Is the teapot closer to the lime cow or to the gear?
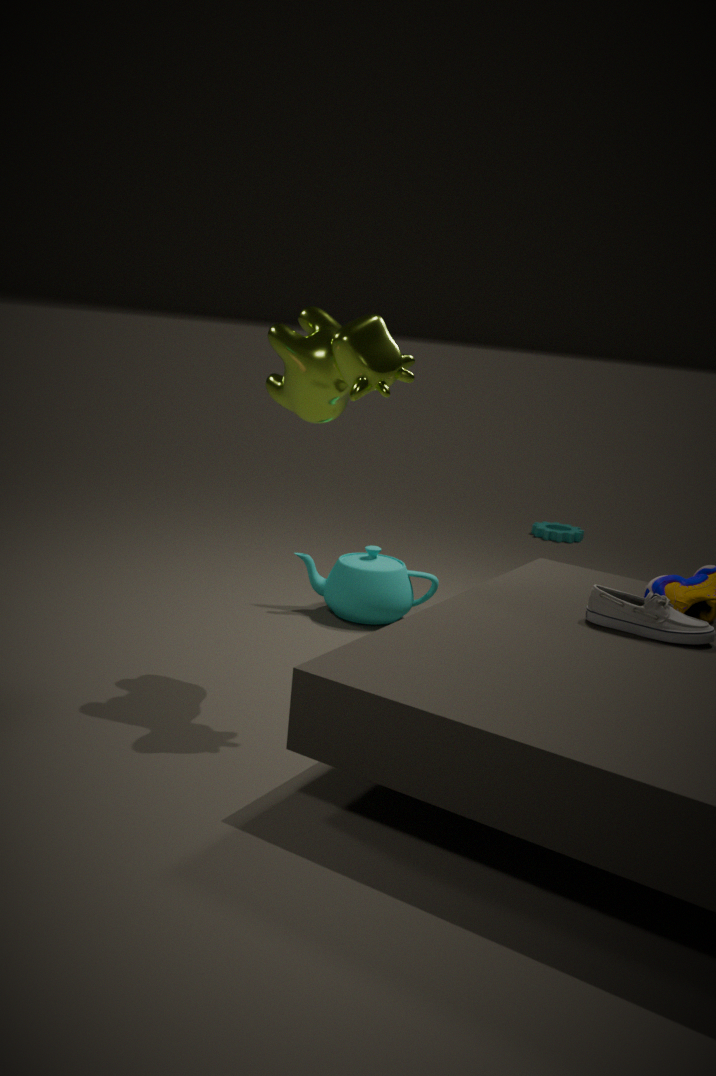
the lime cow
